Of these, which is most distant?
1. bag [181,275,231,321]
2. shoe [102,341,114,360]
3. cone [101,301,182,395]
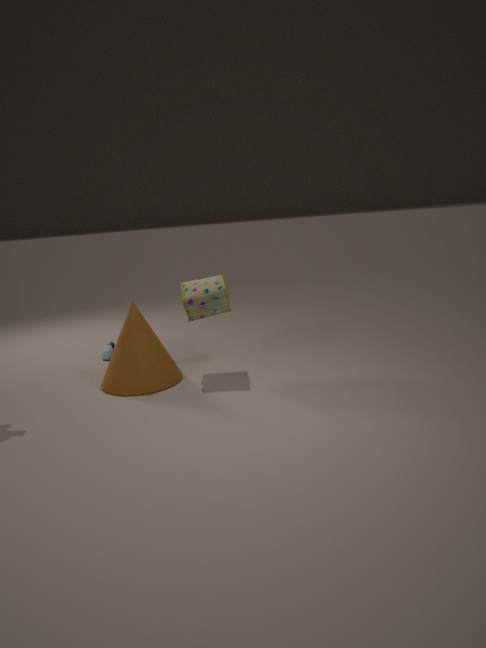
shoe [102,341,114,360]
